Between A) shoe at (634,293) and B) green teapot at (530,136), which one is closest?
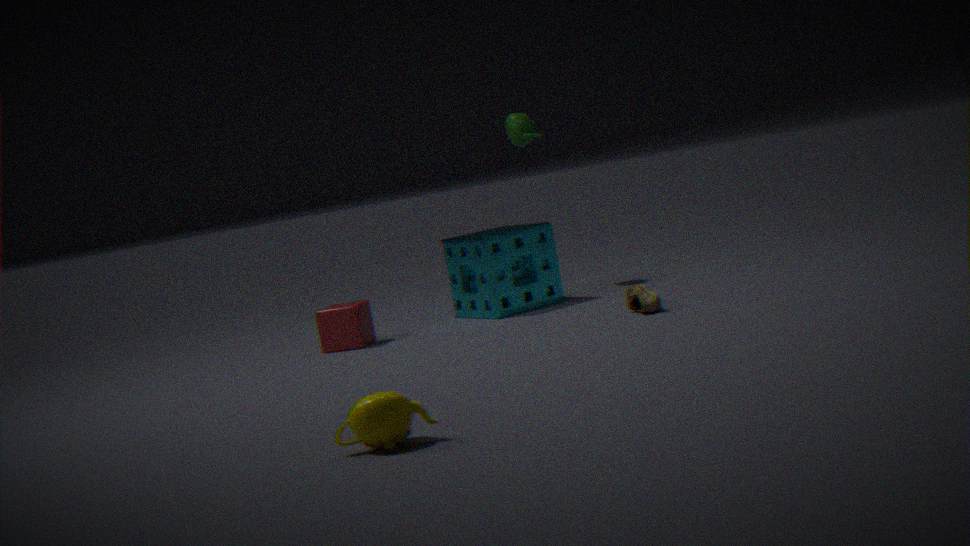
A. shoe at (634,293)
